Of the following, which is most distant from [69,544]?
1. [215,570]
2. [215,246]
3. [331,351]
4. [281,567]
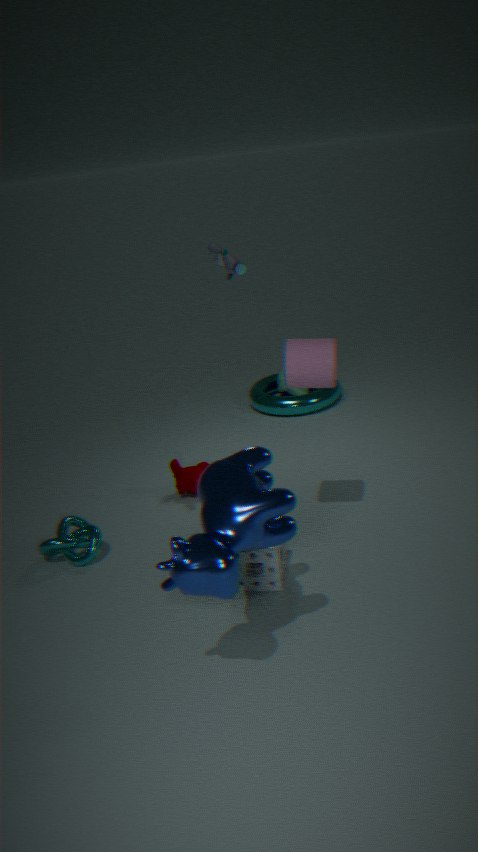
[215,246]
